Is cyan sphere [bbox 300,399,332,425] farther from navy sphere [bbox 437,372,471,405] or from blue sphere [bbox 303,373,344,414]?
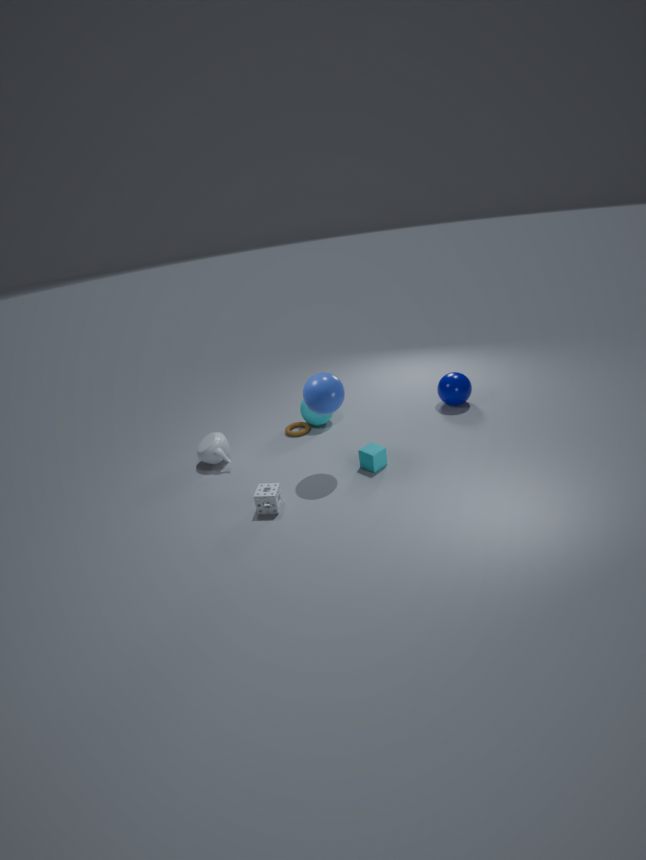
navy sphere [bbox 437,372,471,405]
